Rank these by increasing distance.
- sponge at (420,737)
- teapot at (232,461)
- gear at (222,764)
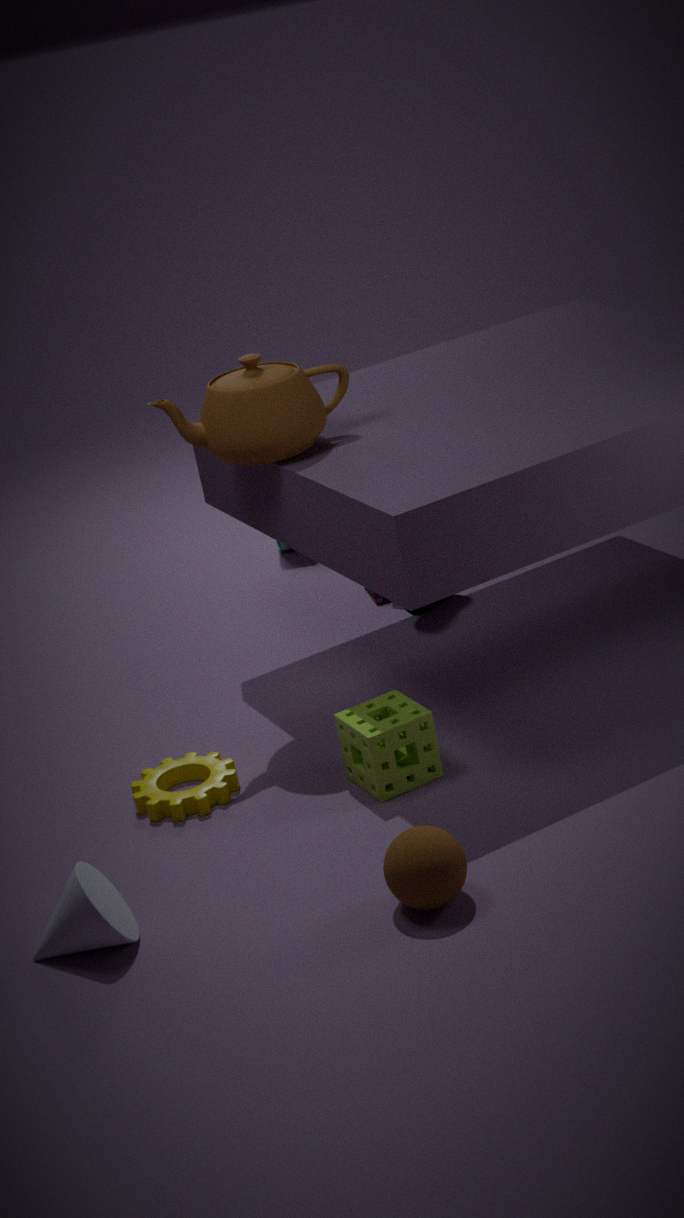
sponge at (420,737)
gear at (222,764)
teapot at (232,461)
